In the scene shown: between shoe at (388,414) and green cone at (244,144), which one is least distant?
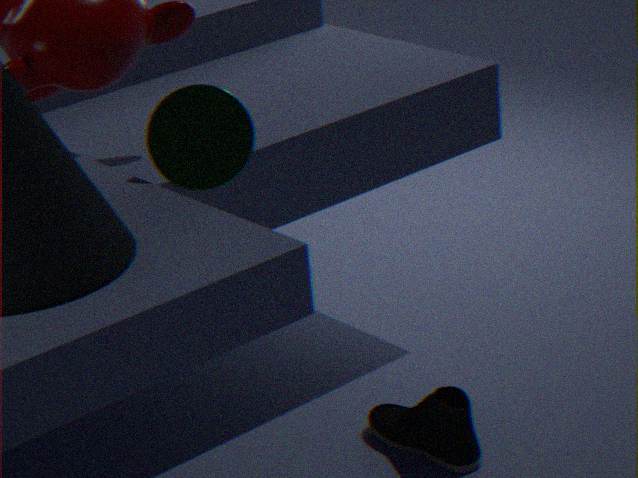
green cone at (244,144)
